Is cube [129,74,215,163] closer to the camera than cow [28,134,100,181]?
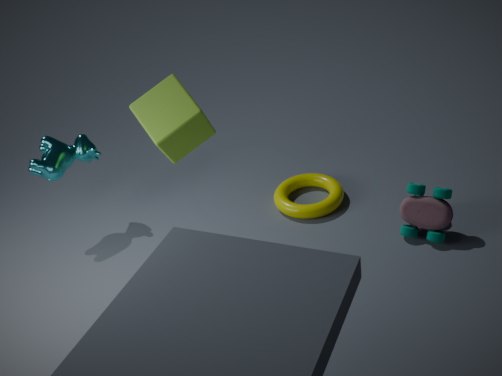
Yes
